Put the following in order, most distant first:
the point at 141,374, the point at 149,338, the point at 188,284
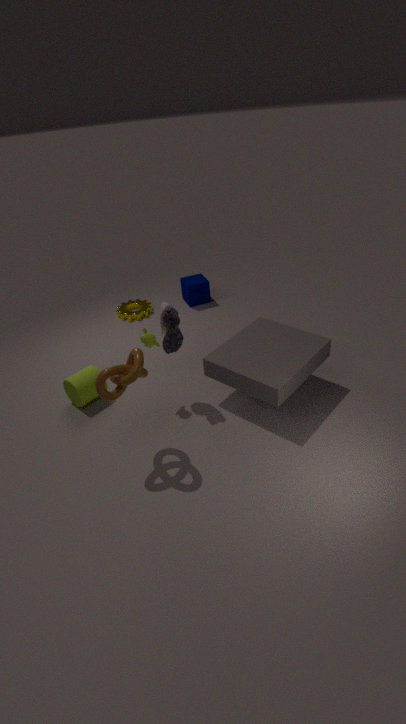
the point at 188,284, the point at 149,338, the point at 141,374
